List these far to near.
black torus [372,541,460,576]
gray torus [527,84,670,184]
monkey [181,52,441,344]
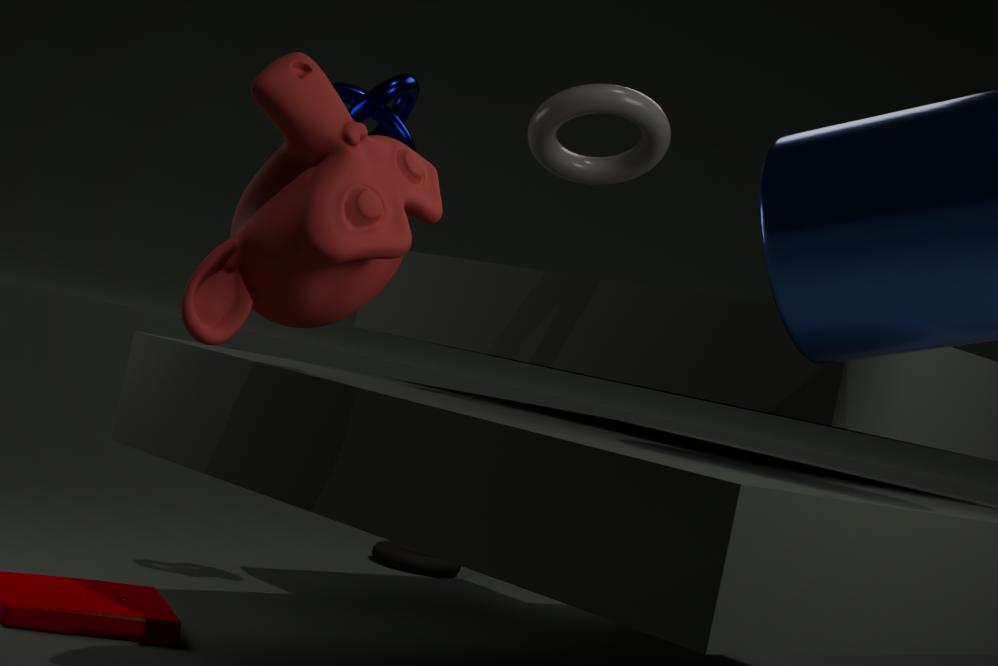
black torus [372,541,460,576] < gray torus [527,84,670,184] < monkey [181,52,441,344]
